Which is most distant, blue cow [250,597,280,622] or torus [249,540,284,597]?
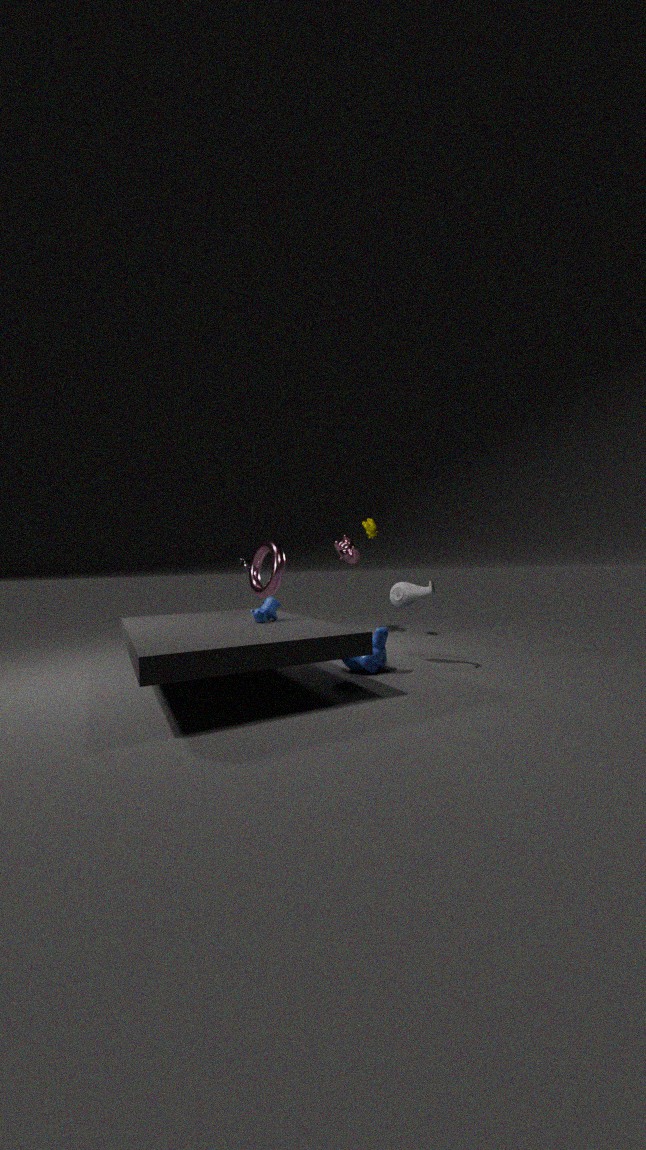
torus [249,540,284,597]
